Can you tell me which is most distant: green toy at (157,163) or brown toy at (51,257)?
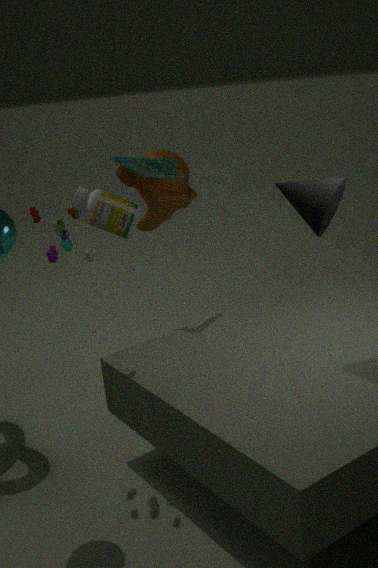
green toy at (157,163)
